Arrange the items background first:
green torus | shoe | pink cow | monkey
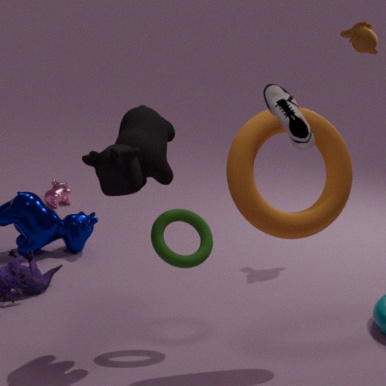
pink cow, monkey, green torus, shoe
